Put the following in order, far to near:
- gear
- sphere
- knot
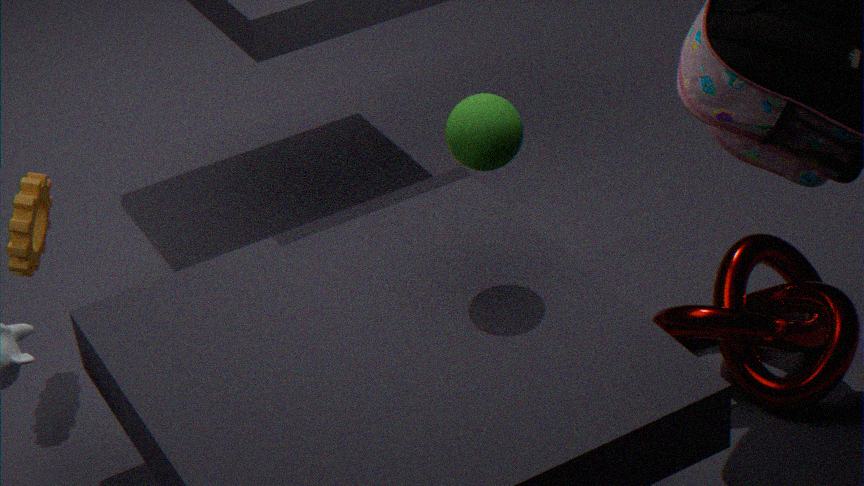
gear → knot → sphere
